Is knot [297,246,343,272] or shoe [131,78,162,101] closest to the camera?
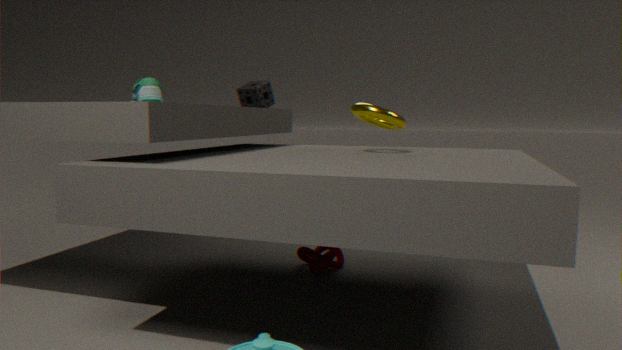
shoe [131,78,162,101]
